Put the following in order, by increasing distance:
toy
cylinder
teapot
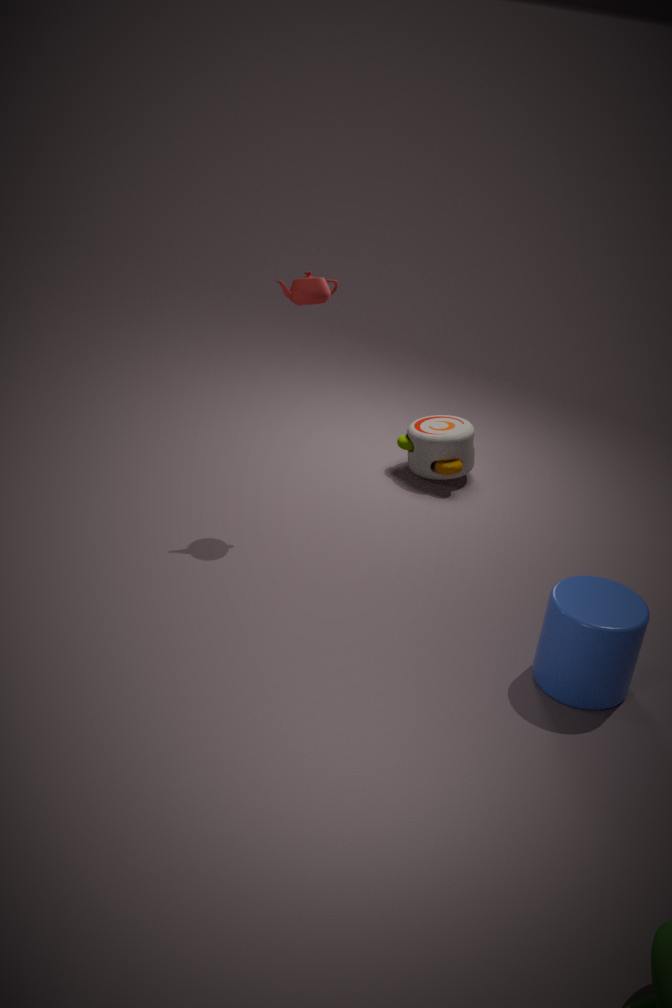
cylinder
teapot
toy
